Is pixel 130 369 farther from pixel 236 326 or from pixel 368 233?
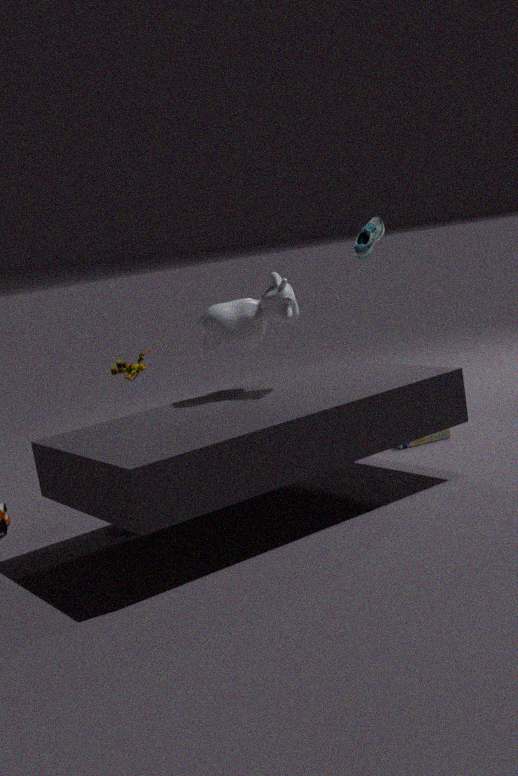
pixel 368 233
